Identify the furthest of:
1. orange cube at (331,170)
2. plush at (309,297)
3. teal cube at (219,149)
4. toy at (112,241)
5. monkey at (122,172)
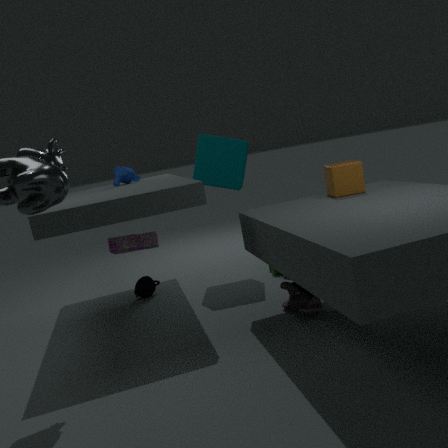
monkey at (122,172)
